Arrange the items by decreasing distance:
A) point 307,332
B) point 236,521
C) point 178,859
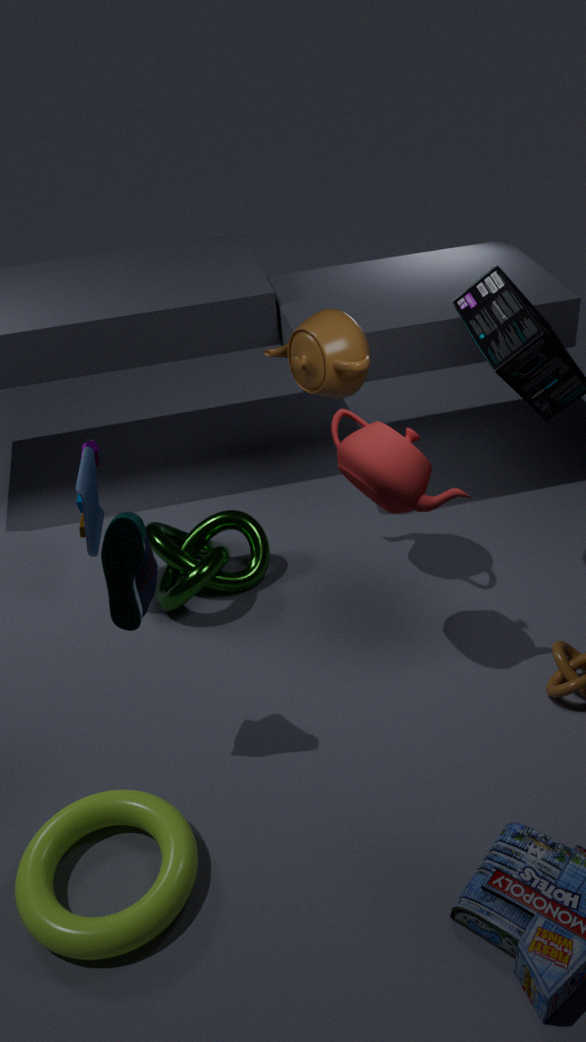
B. point 236,521
A. point 307,332
C. point 178,859
